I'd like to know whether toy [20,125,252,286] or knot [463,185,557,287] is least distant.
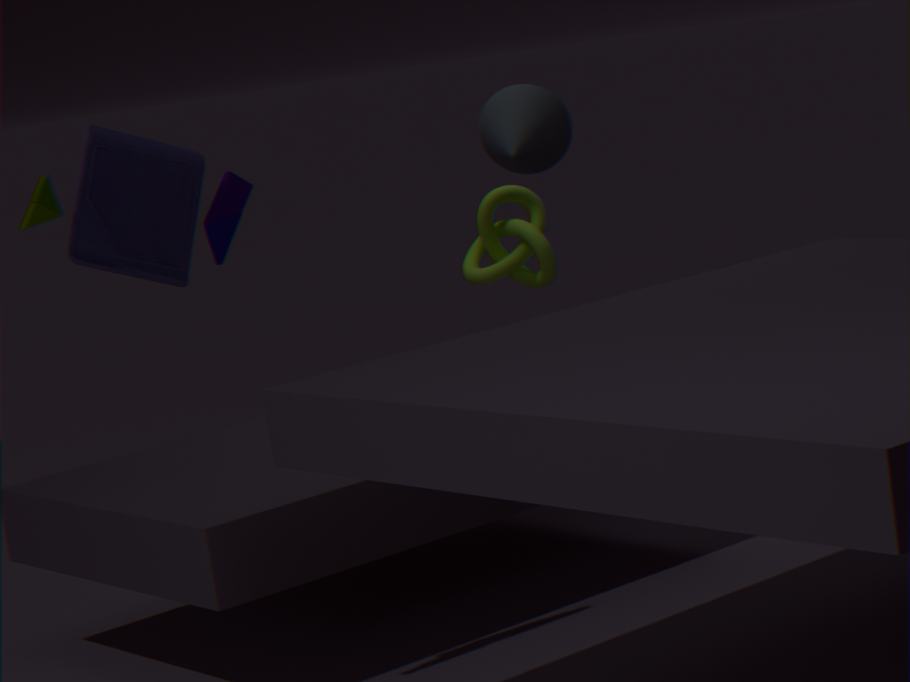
toy [20,125,252,286]
